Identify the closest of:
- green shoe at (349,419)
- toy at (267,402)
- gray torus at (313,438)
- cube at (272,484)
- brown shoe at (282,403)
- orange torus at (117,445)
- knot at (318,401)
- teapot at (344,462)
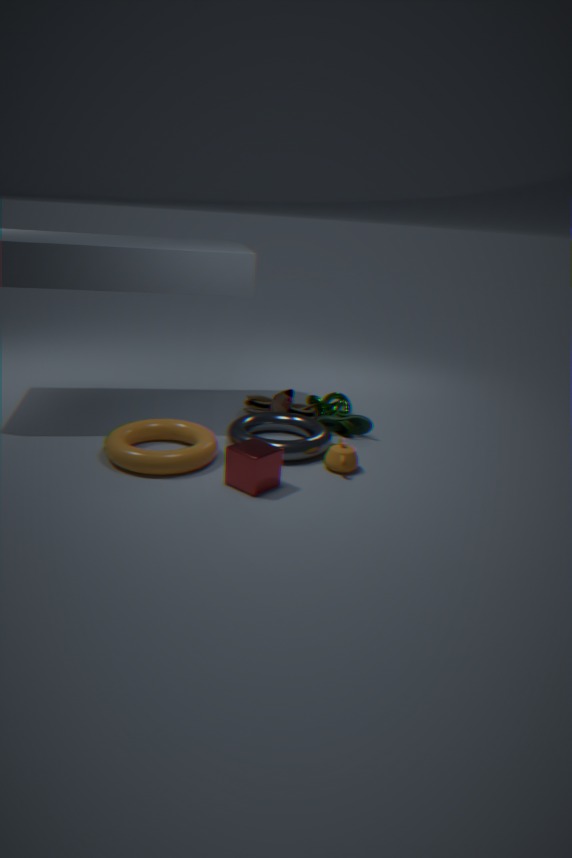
cube at (272,484)
